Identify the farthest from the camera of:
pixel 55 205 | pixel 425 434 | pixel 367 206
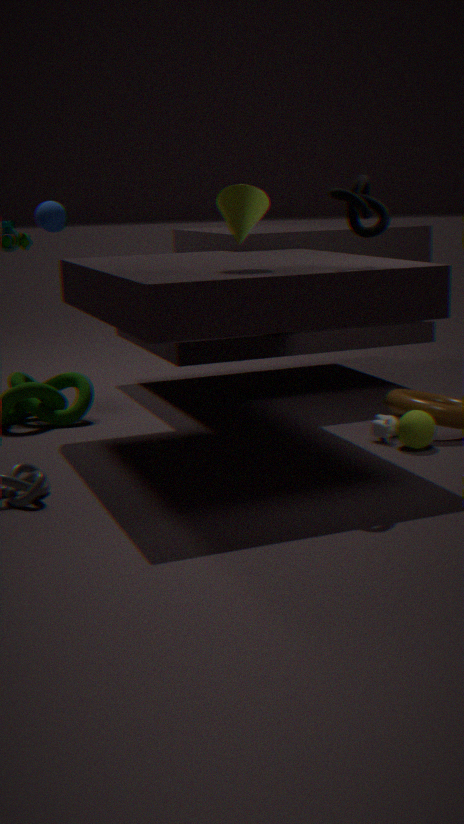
pixel 55 205
